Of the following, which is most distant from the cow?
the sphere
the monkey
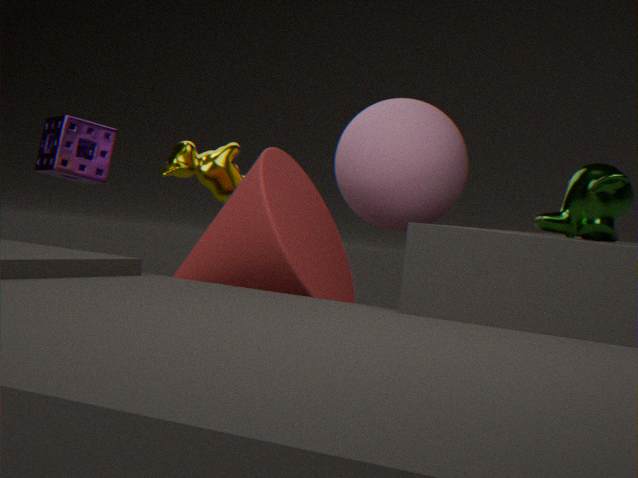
the monkey
